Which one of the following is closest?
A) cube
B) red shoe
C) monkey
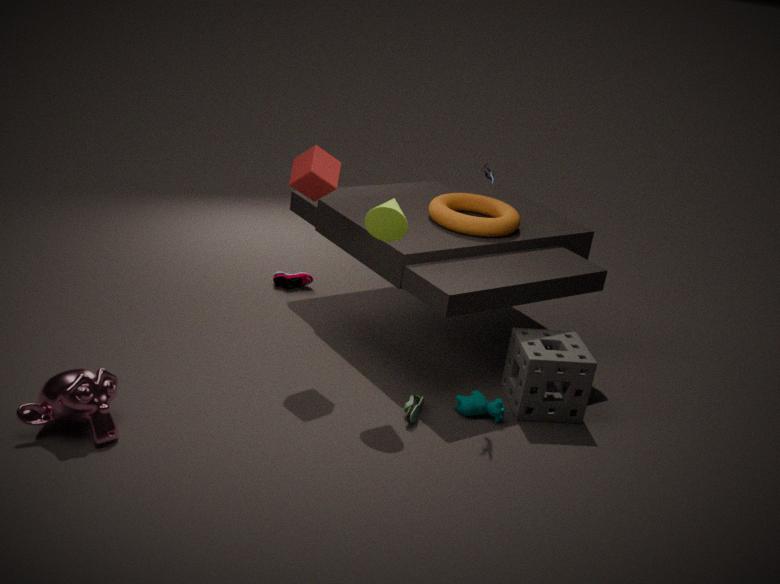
monkey
